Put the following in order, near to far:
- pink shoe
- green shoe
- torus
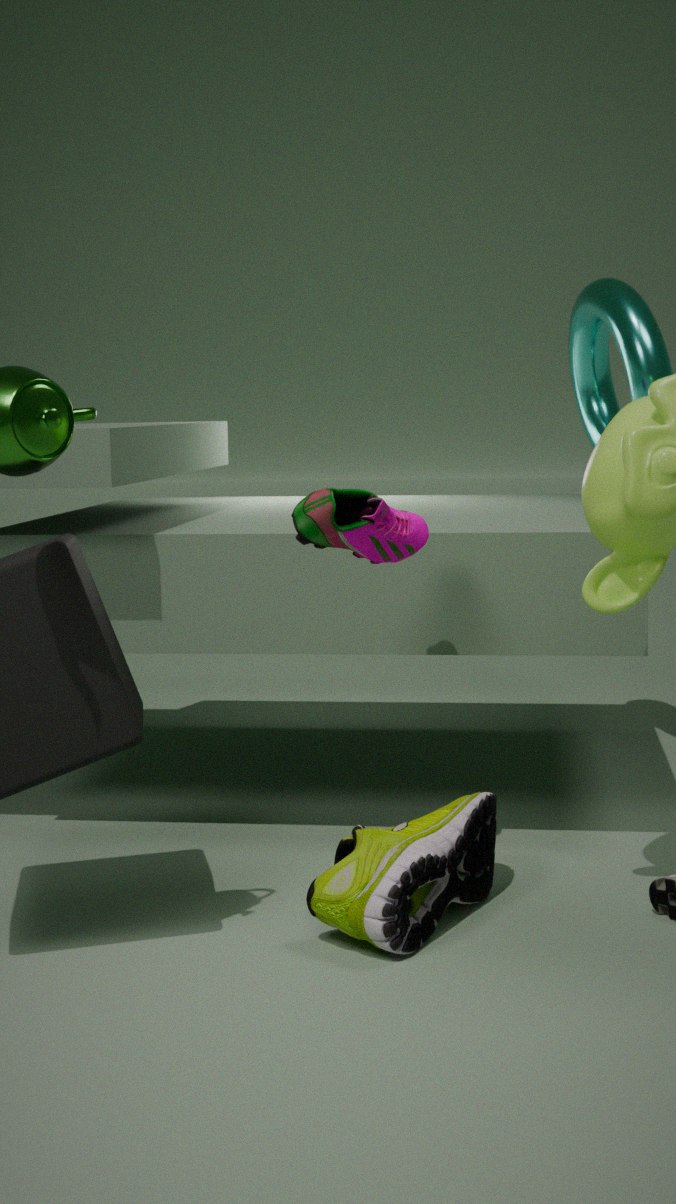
green shoe, pink shoe, torus
